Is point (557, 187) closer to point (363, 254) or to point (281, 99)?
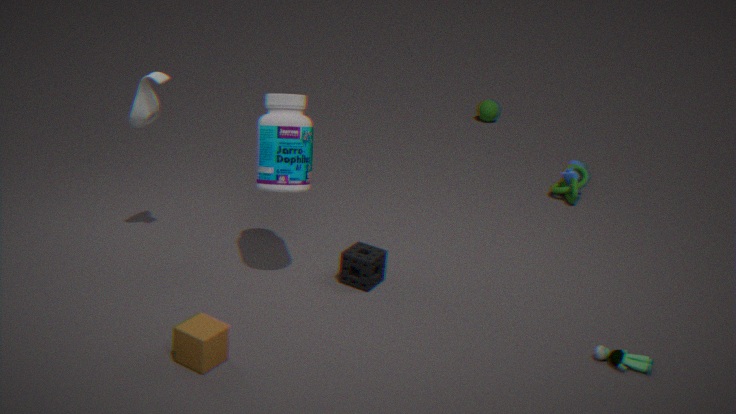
point (363, 254)
